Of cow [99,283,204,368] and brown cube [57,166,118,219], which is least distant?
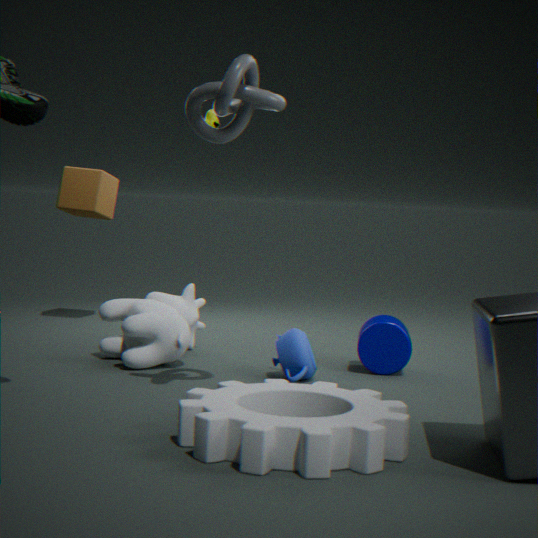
cow [99,283,204,368]
